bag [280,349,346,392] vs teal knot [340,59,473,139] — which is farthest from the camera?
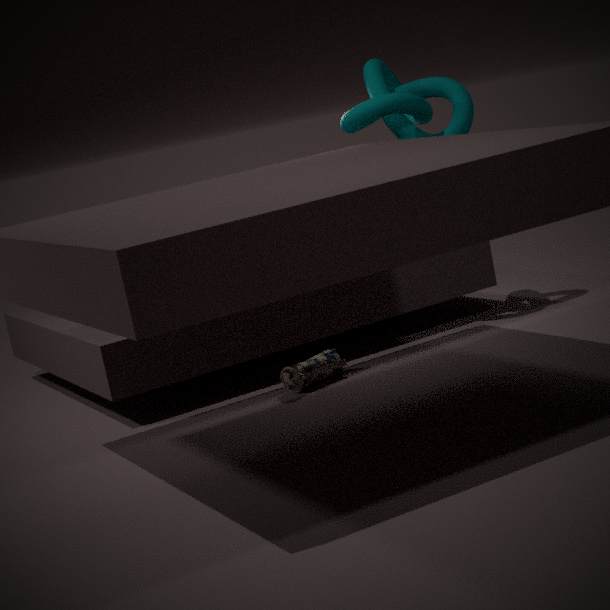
teal knot [340,59,473,139]
